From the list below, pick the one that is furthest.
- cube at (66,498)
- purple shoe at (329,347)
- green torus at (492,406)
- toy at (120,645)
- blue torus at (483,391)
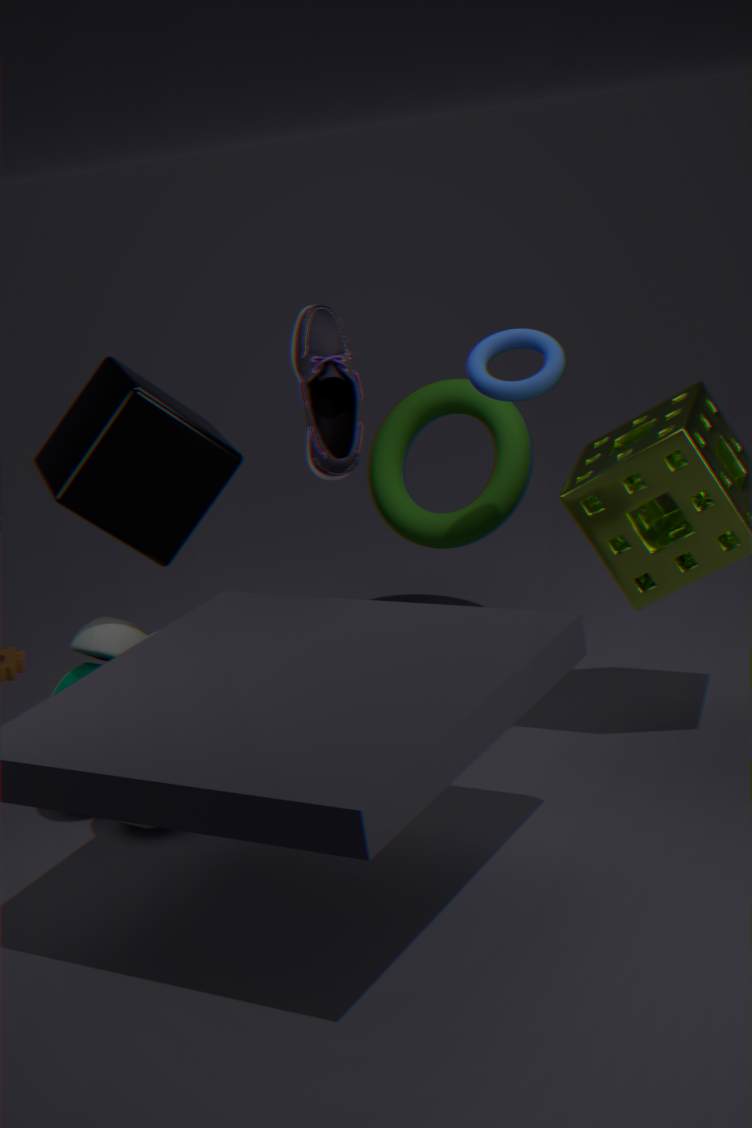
green torus at (492,406)
